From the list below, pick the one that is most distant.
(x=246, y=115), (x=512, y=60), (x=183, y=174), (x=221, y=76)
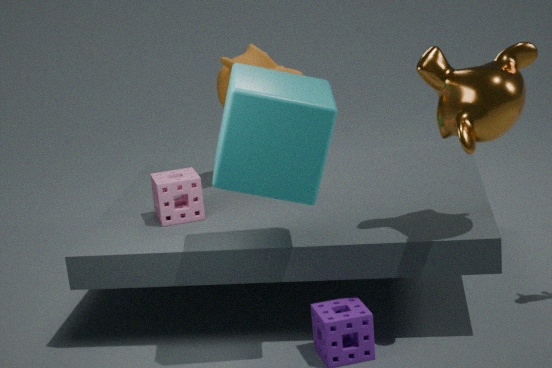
(x=221, y=76)
